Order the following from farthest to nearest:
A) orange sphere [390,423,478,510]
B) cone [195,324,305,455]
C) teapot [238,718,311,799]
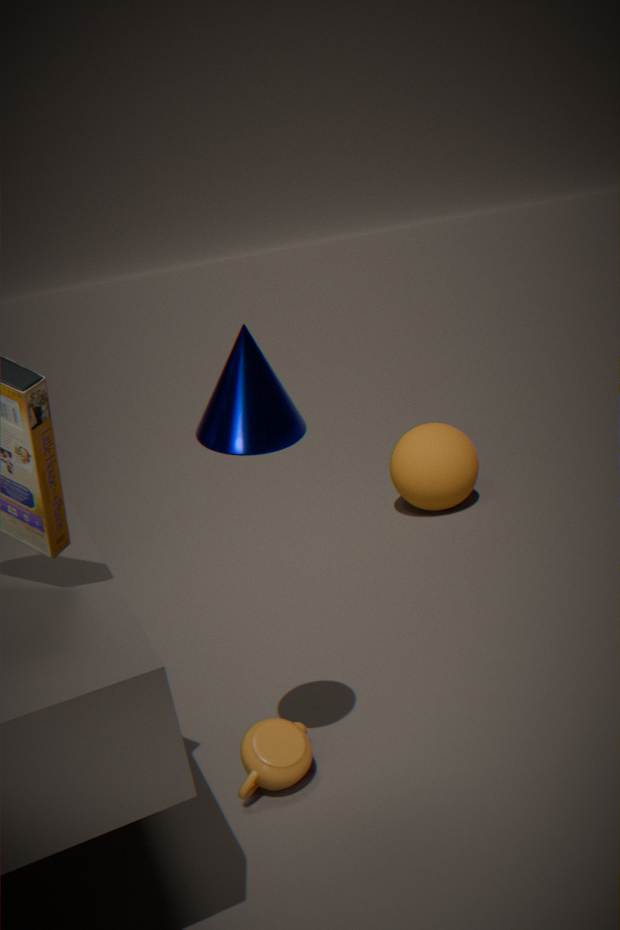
orange sphere [390,423,478,510], teapot [238,718,311,799], cone [195,324,305,455]
